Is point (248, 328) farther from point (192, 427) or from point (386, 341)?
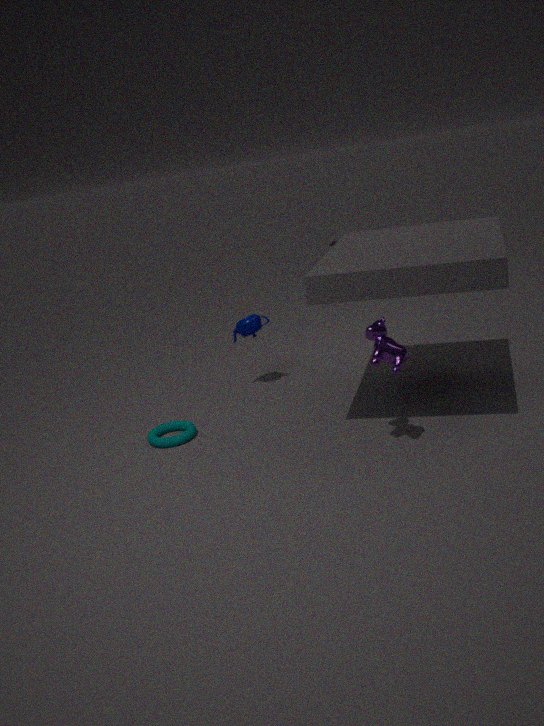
point (386, 341)
